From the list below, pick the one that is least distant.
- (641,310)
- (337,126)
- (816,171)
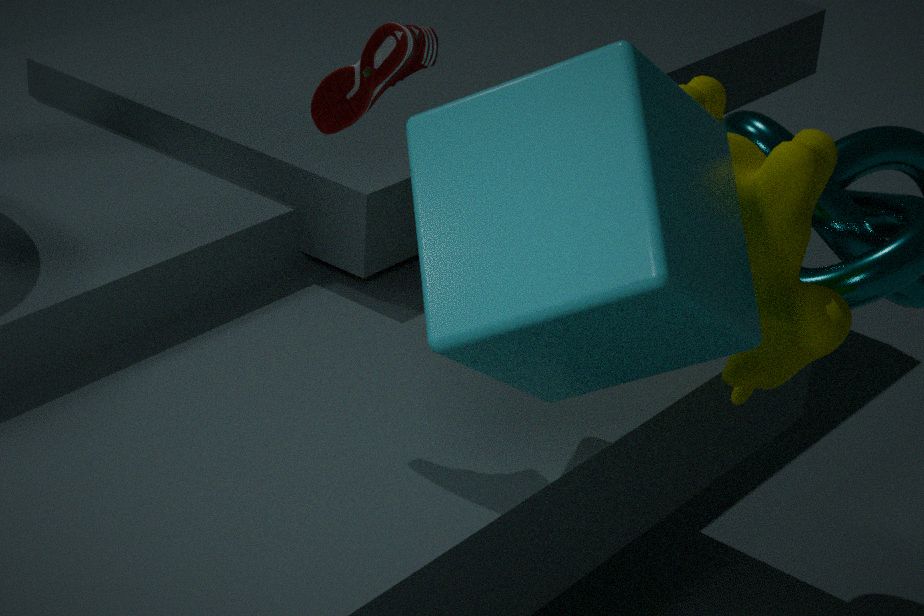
(641,310)
